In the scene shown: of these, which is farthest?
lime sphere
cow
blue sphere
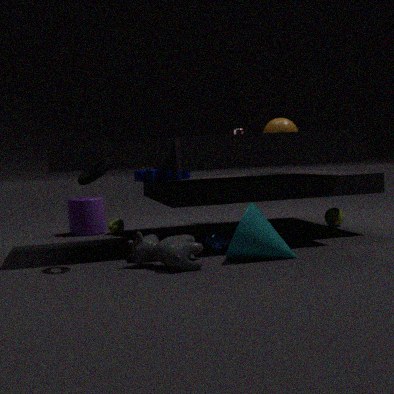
lime sphere
